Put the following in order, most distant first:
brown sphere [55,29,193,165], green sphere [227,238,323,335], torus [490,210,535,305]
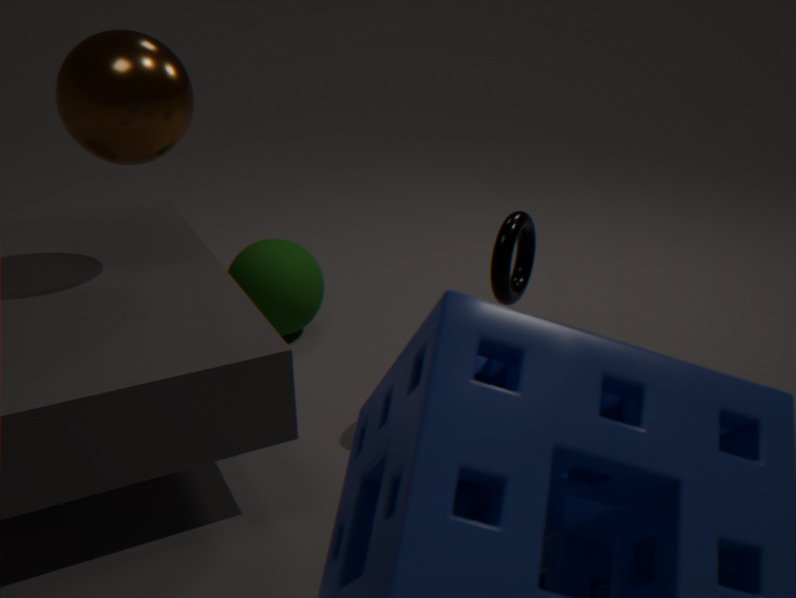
green sphere [227,238,323,335] → torus [490,210,535,305] → brown sphere [55,29,193,165]
